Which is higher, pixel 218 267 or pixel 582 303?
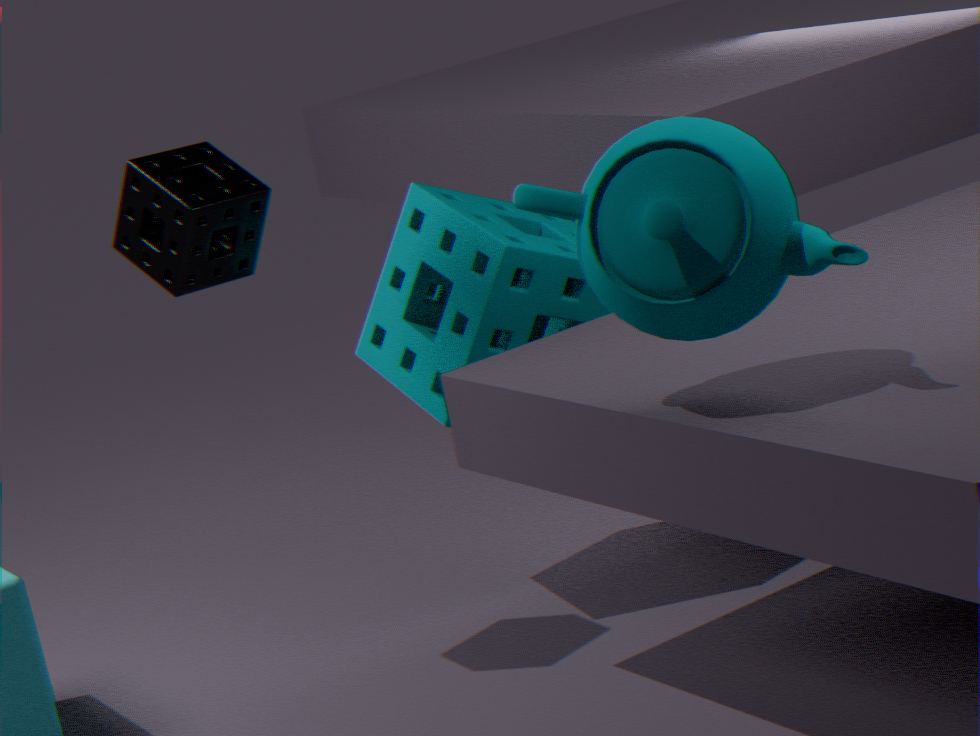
pixel 218 267
